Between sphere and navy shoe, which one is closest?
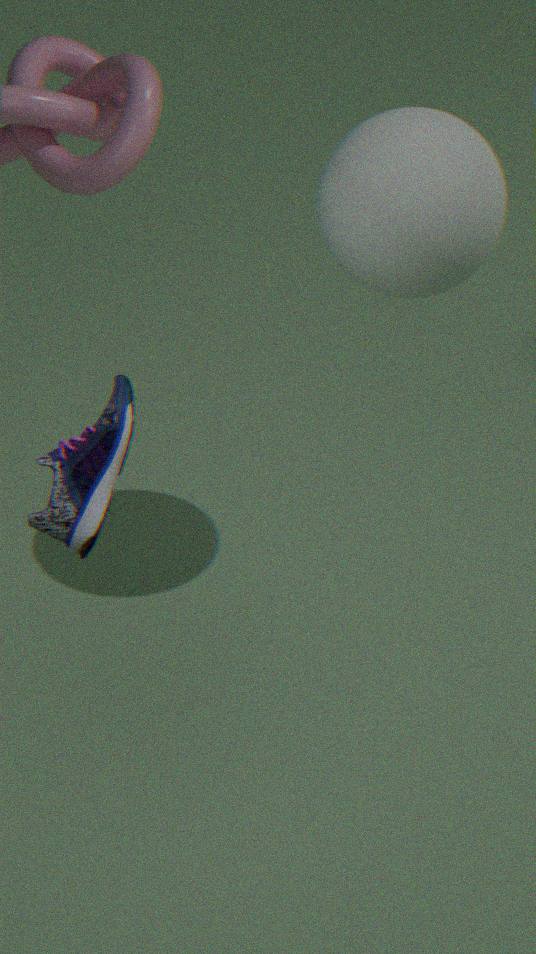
navy shoe
